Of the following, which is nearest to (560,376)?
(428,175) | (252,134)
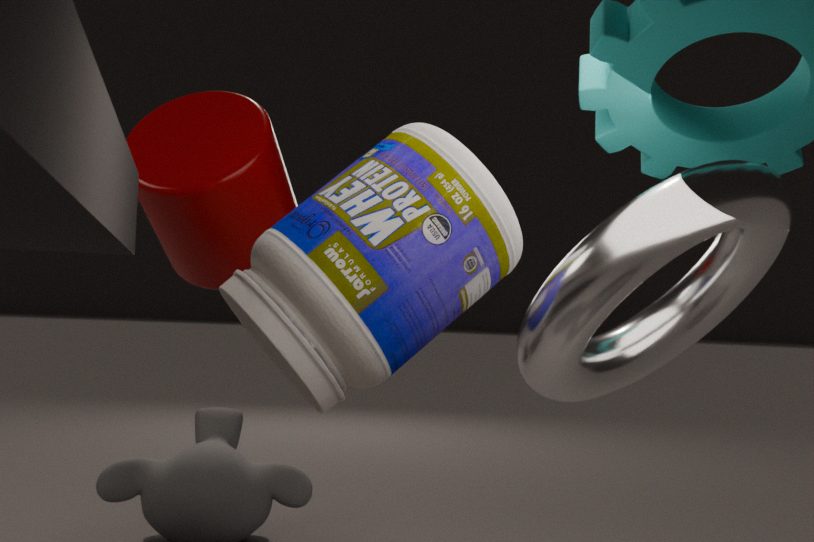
(428,175)
